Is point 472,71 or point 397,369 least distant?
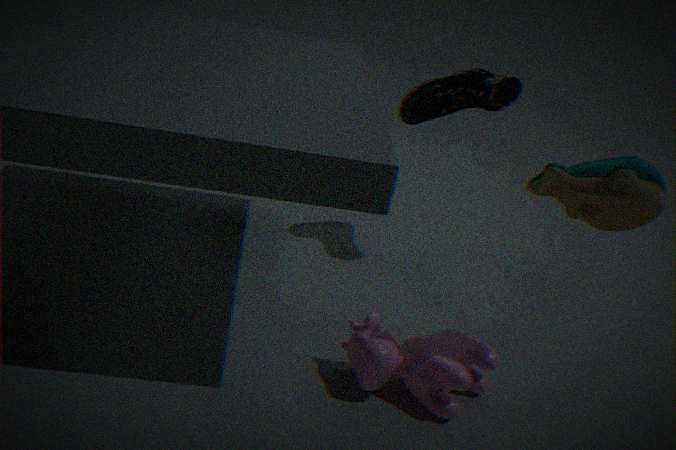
point 397,369
